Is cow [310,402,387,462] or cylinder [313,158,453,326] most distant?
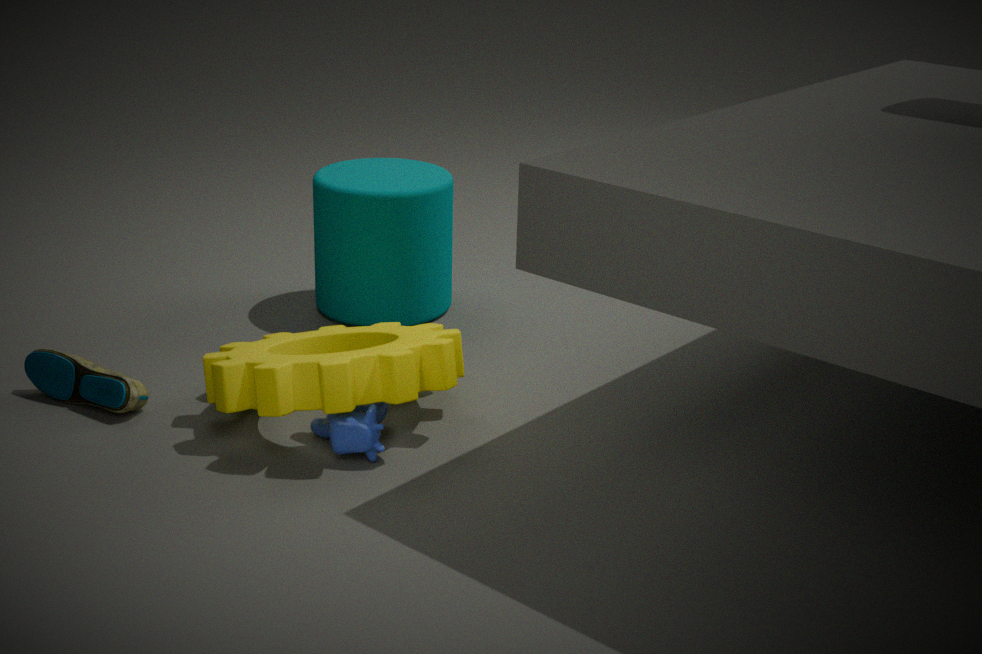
cylinder [313,158,453,326]
